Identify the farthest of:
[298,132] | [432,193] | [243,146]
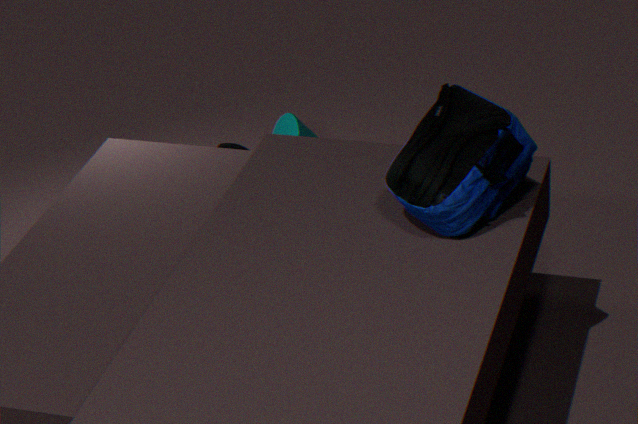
[243,146]
